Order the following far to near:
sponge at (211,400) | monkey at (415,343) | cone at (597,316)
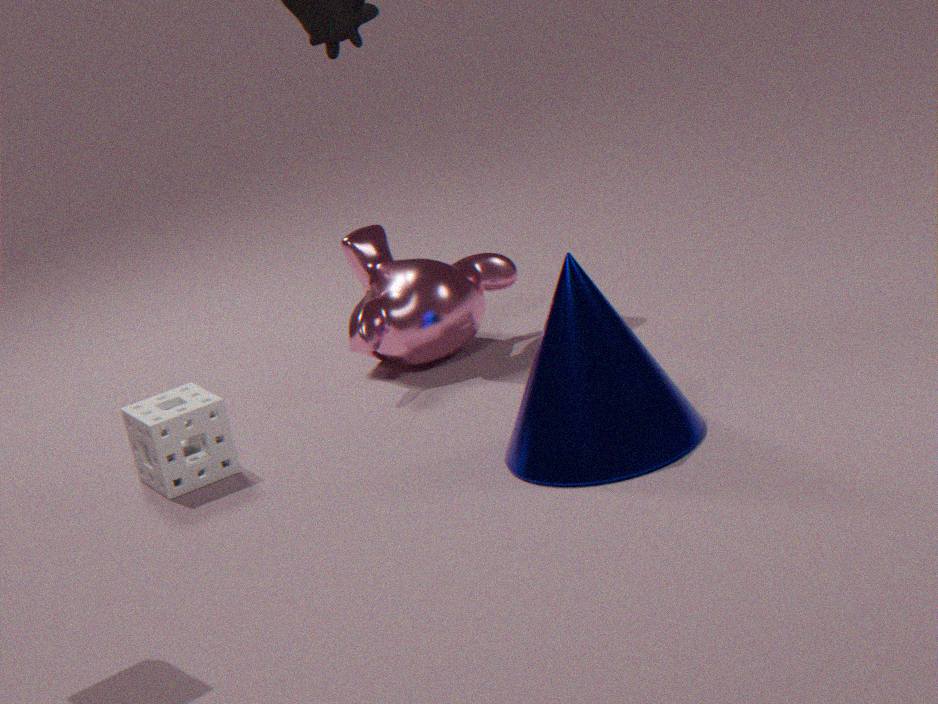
monkey at (415,343) → sponge at (211,400) → cone at (597,316)
